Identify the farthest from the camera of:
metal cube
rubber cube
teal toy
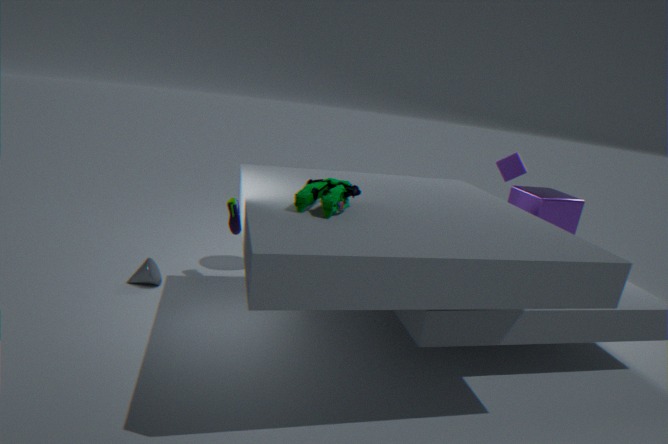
rubber cube
